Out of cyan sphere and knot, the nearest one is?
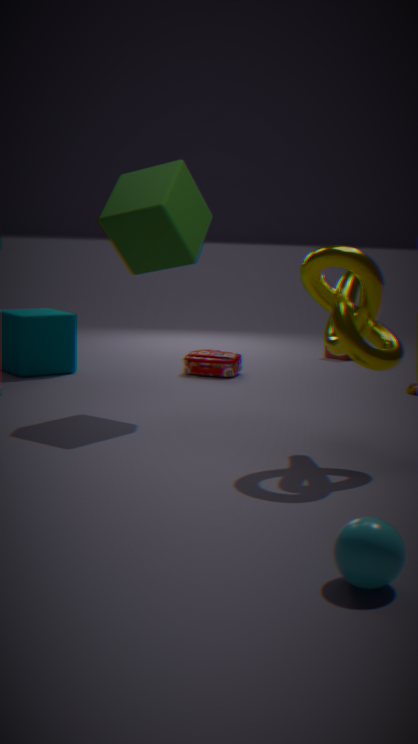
cyan sphere
